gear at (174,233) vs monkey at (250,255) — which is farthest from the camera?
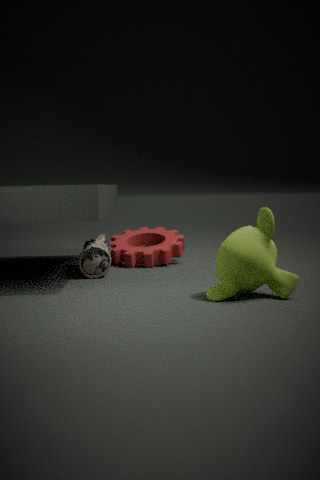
gear at (174,233)
